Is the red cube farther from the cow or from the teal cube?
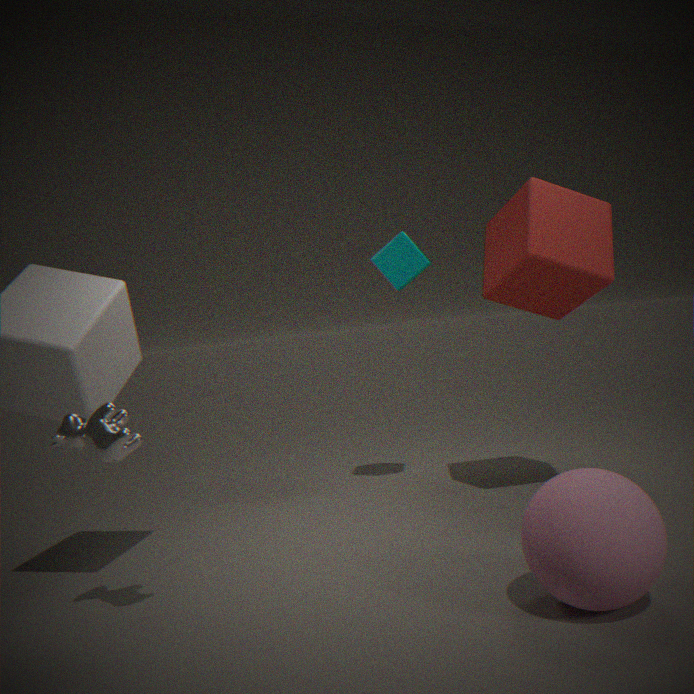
the cow
